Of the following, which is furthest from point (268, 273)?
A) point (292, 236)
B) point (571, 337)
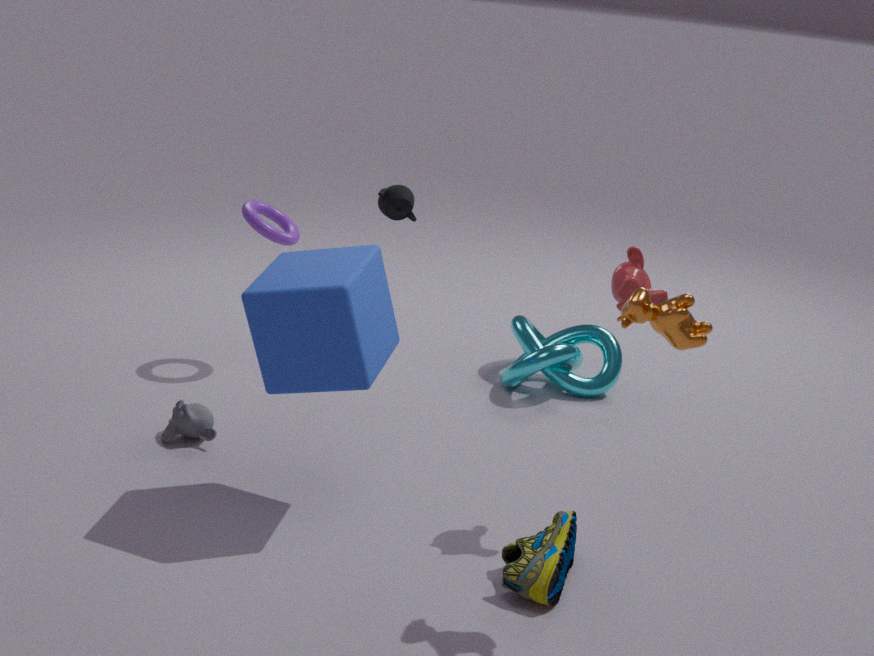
point (571, 337)
